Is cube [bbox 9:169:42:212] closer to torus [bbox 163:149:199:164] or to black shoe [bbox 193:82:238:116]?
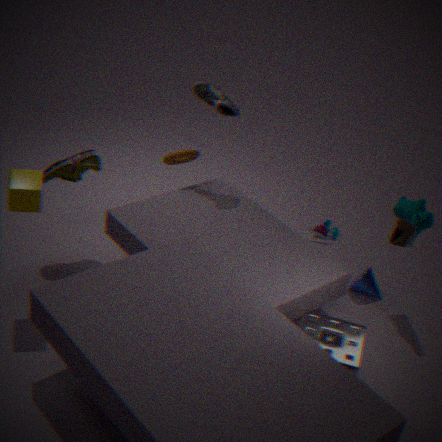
torus [bbox 163:149:199:164]
